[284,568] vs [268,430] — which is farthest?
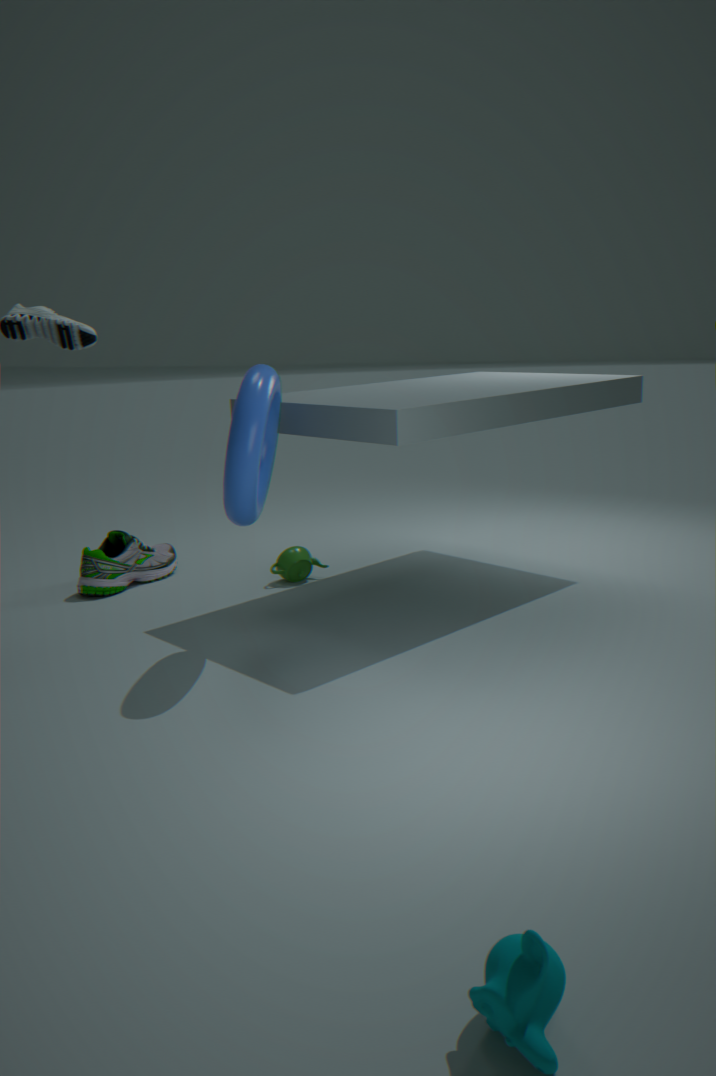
[284,568]
